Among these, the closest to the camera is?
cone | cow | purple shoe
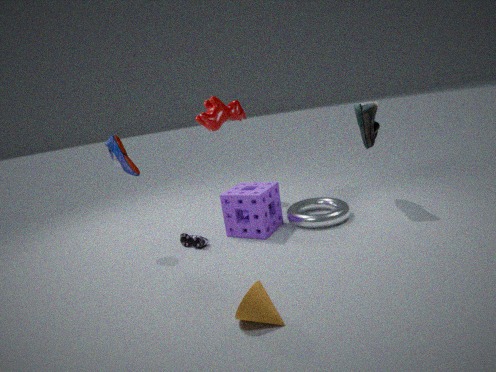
cone
